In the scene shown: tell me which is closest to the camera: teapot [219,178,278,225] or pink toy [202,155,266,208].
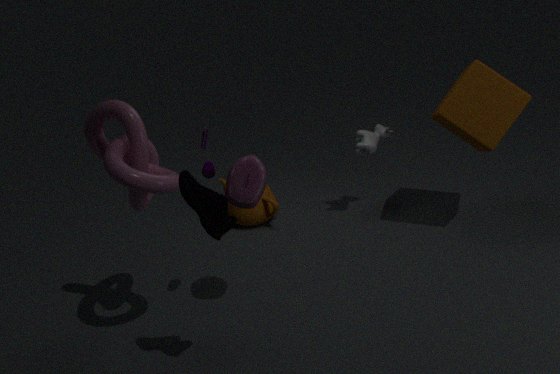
pink toy [202,155,266,208]
